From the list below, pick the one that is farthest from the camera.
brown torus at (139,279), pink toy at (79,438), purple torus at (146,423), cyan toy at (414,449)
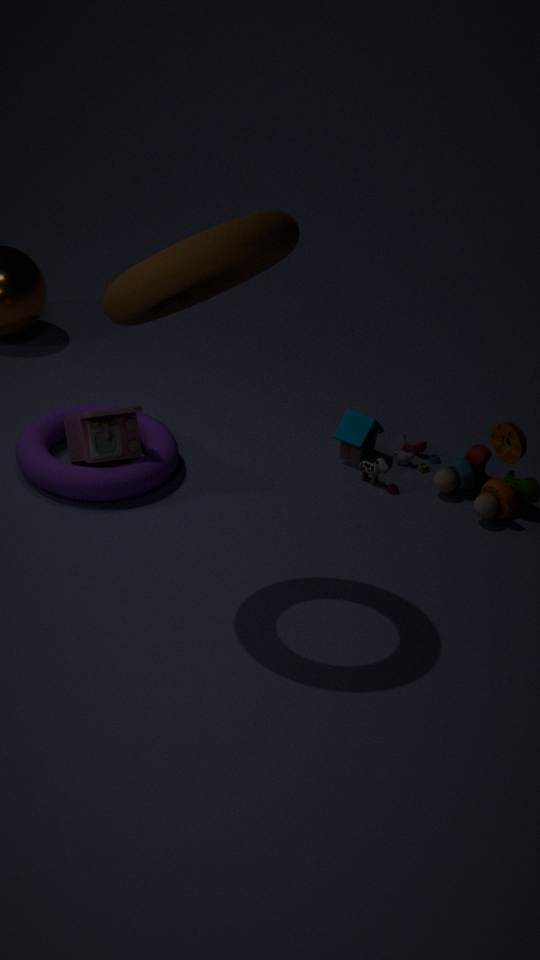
cyan toy at (414,449)
